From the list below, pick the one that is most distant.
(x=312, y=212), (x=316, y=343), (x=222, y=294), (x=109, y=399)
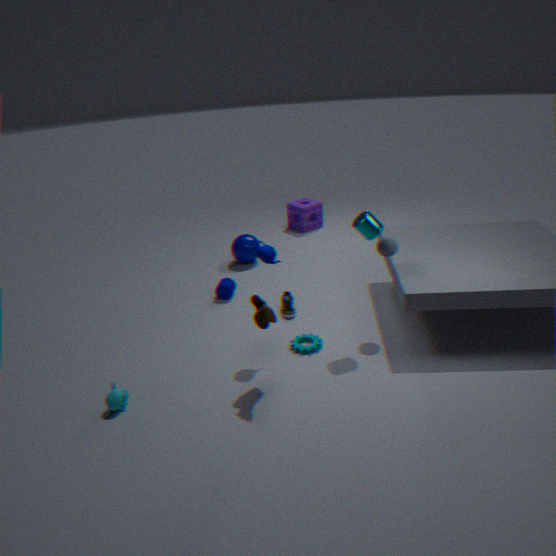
(x=312, y=212)
